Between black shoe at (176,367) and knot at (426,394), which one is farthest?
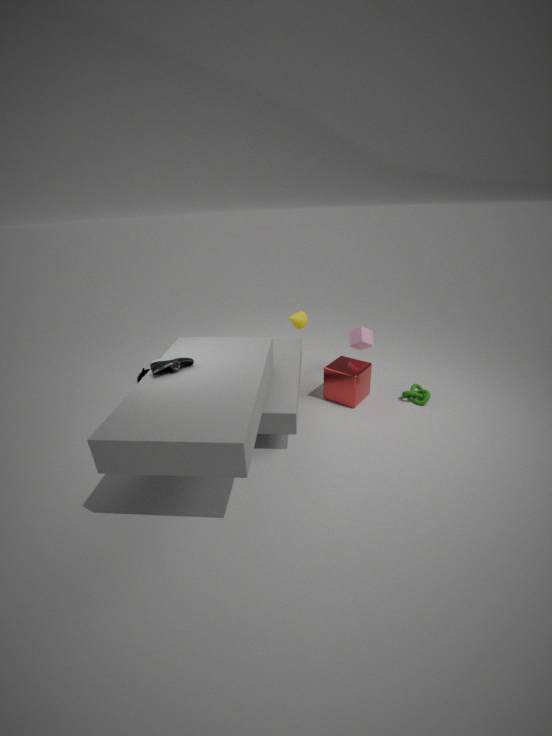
knot at (426,394)
